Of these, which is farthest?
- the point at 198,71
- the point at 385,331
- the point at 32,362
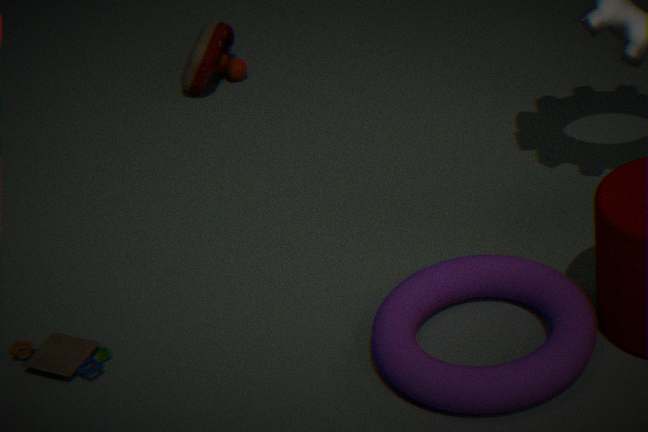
the point at 198,71
